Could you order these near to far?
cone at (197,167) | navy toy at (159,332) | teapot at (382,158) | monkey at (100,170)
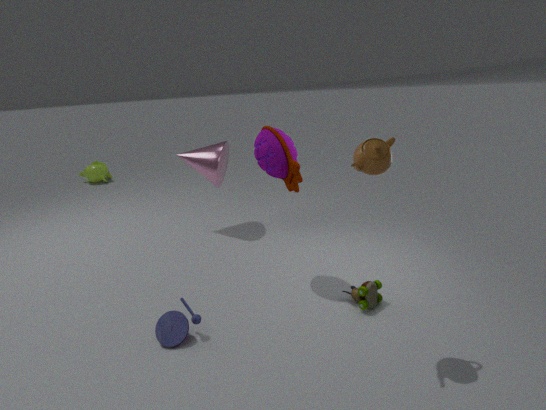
teapot at (382,158)
navy toy at (159,332)
cone at (197,167)
monkey at (100,170)
